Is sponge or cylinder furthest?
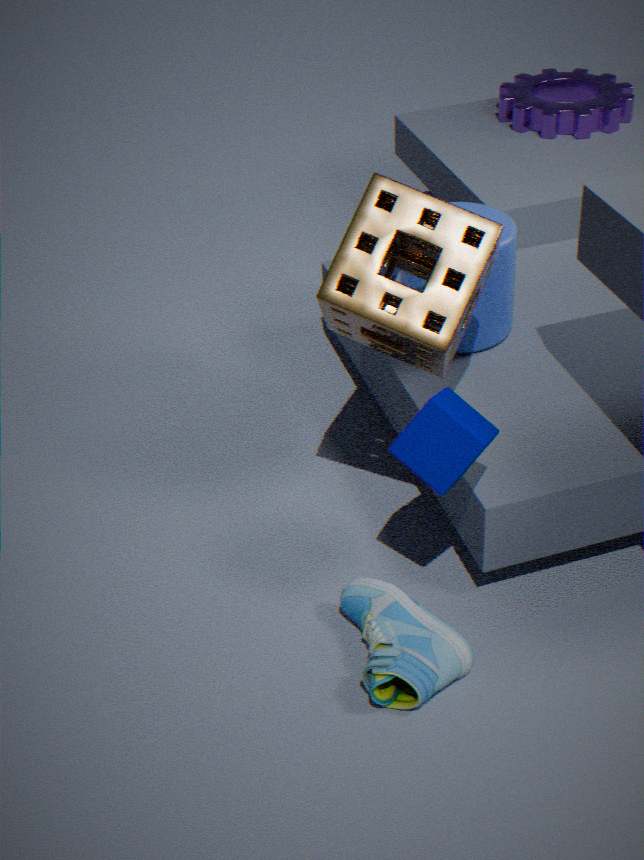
cylinder
